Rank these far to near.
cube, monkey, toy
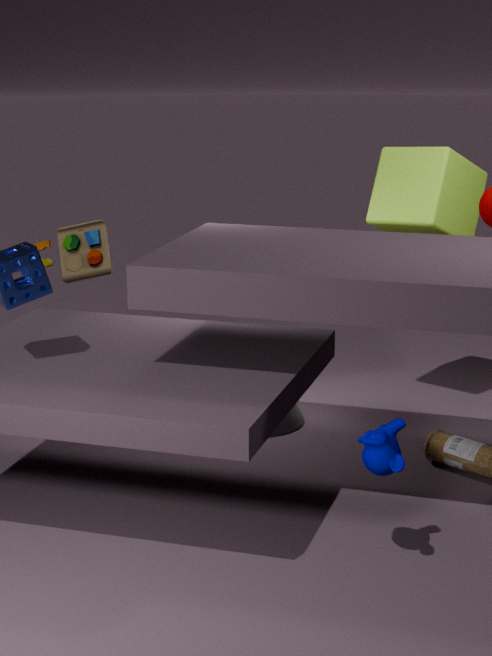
toy, cube, monkey
